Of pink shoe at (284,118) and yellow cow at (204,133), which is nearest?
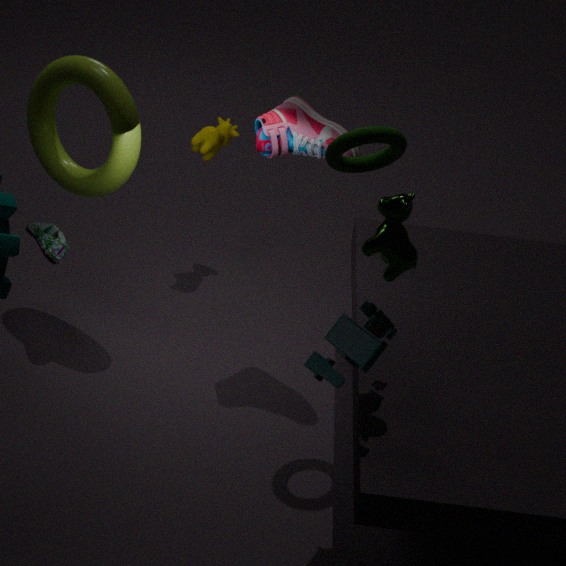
pink shoe at (284,118)
